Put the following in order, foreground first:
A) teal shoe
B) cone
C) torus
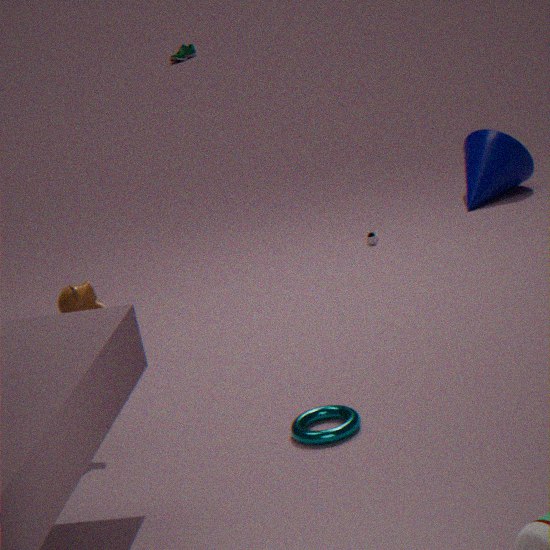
1. torus
2. cone
3. teal shoe
